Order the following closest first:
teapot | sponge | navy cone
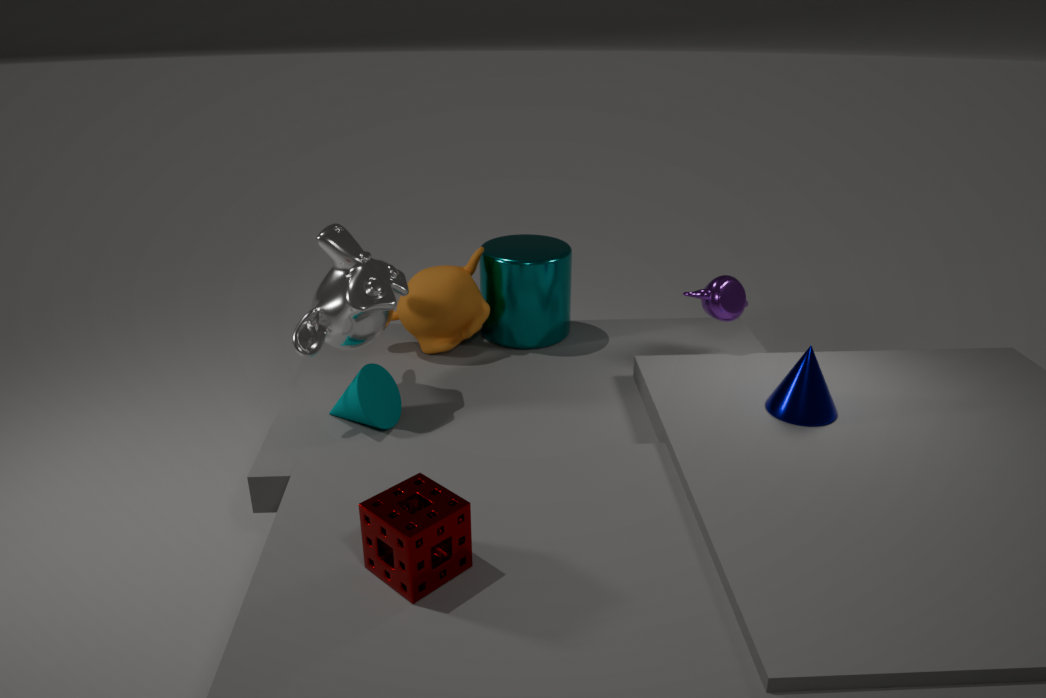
1. sponge
2. navy cone
3. teapot
